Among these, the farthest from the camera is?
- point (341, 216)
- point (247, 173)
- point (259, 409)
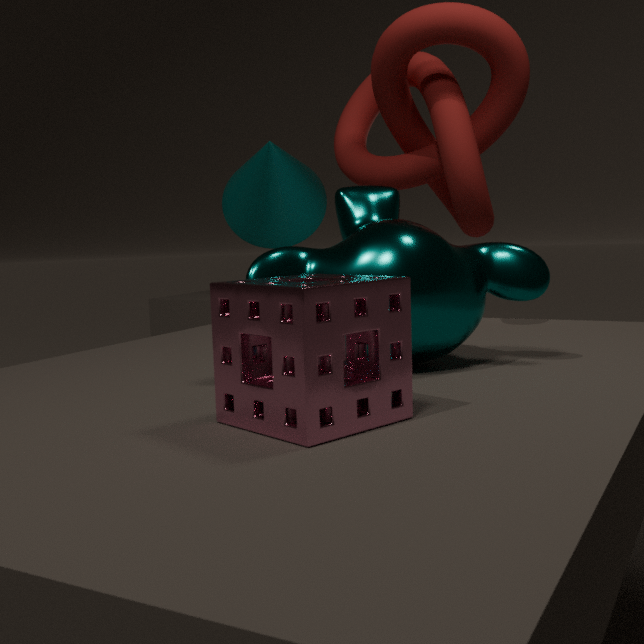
point (247, 173)
